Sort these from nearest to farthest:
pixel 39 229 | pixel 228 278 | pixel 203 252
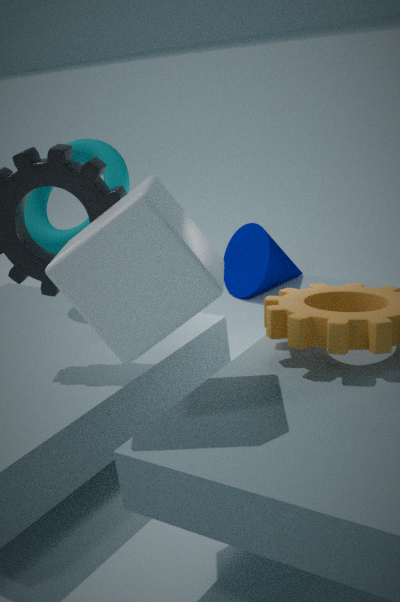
pixel 203 252 → pixel 39 229 → pixel 228 278
